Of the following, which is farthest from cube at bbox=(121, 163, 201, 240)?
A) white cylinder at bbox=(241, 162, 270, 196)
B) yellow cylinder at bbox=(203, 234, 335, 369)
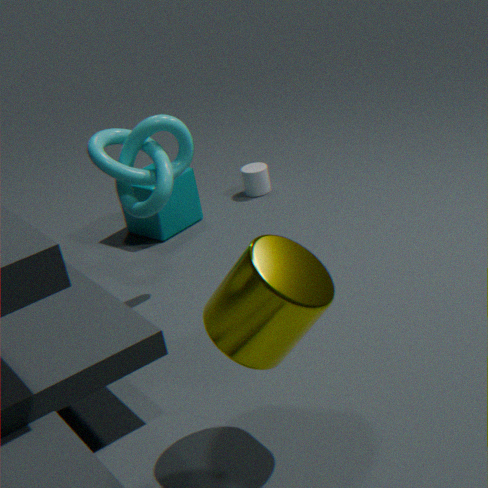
yellow cylinder at bbox=(203, 234, 335, 369)
